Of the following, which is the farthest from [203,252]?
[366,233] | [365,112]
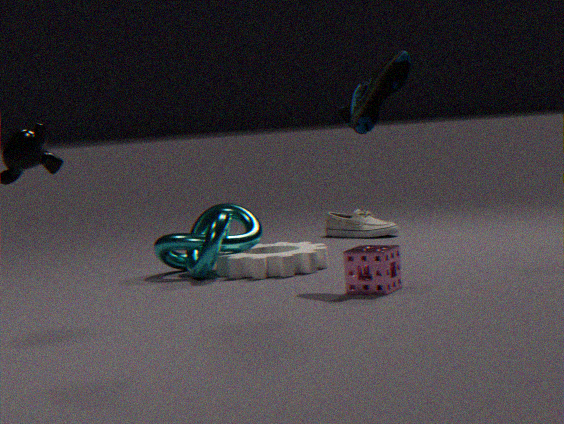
[366,233]
